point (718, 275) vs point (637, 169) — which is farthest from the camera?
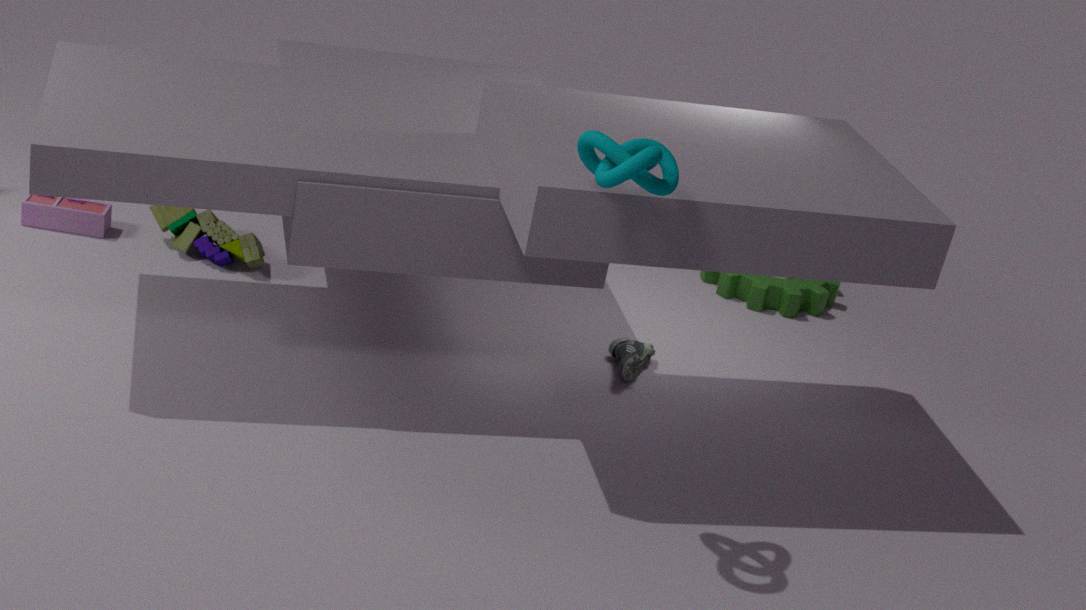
point (718, 275)
